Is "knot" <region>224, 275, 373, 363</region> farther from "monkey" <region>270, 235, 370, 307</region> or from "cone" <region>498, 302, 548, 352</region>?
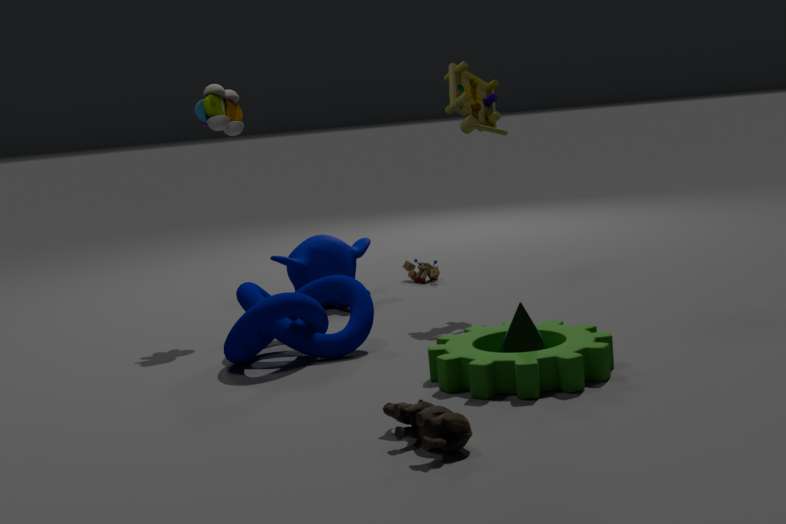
"cone" <region>498, 302, 548, 352</region>
